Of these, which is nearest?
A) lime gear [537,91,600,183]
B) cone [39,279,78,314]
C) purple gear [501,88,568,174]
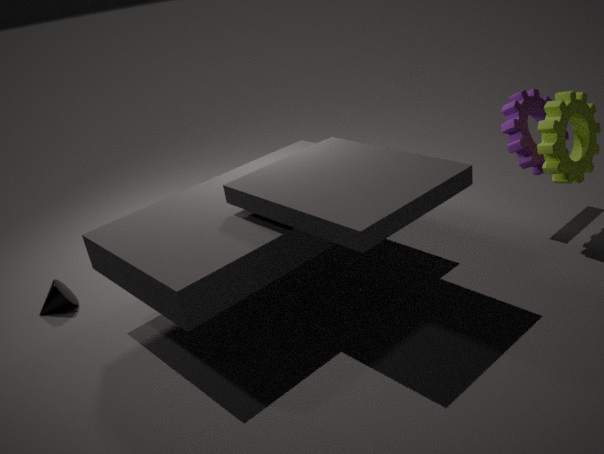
lime gear [537,91,600,183]
